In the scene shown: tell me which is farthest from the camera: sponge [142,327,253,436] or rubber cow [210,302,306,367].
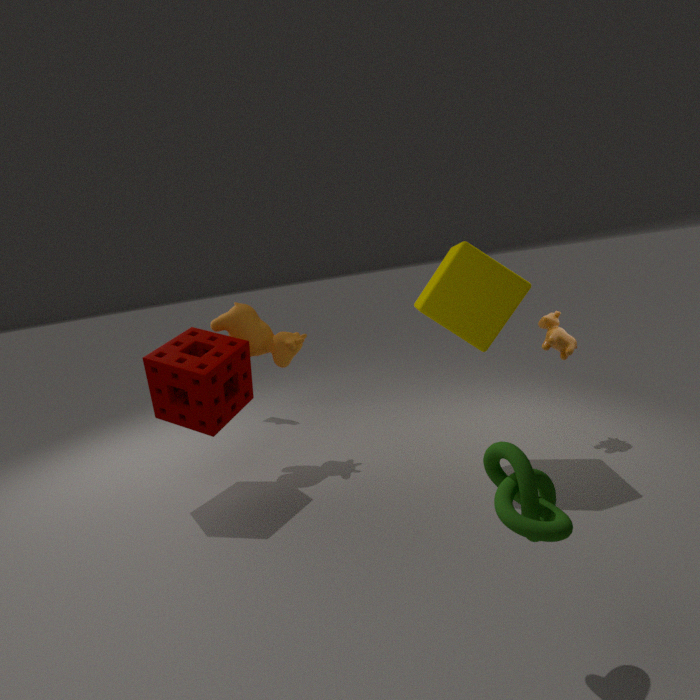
rubber cow [210,302,306,367]
